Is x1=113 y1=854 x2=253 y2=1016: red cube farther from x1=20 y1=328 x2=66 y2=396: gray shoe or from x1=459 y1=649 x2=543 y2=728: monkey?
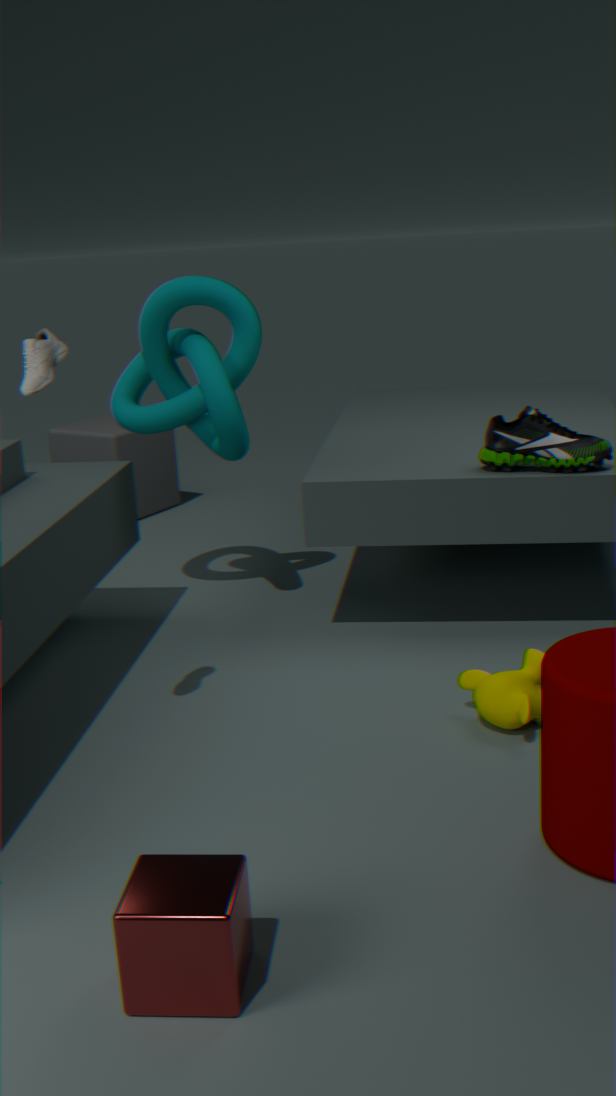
x1=20 y1=328 x2=66 y2=396: gray shoe
